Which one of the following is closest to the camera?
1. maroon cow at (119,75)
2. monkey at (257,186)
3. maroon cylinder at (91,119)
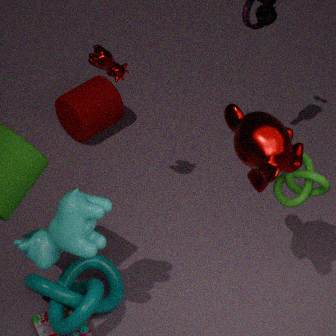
monkey at (257,186)
